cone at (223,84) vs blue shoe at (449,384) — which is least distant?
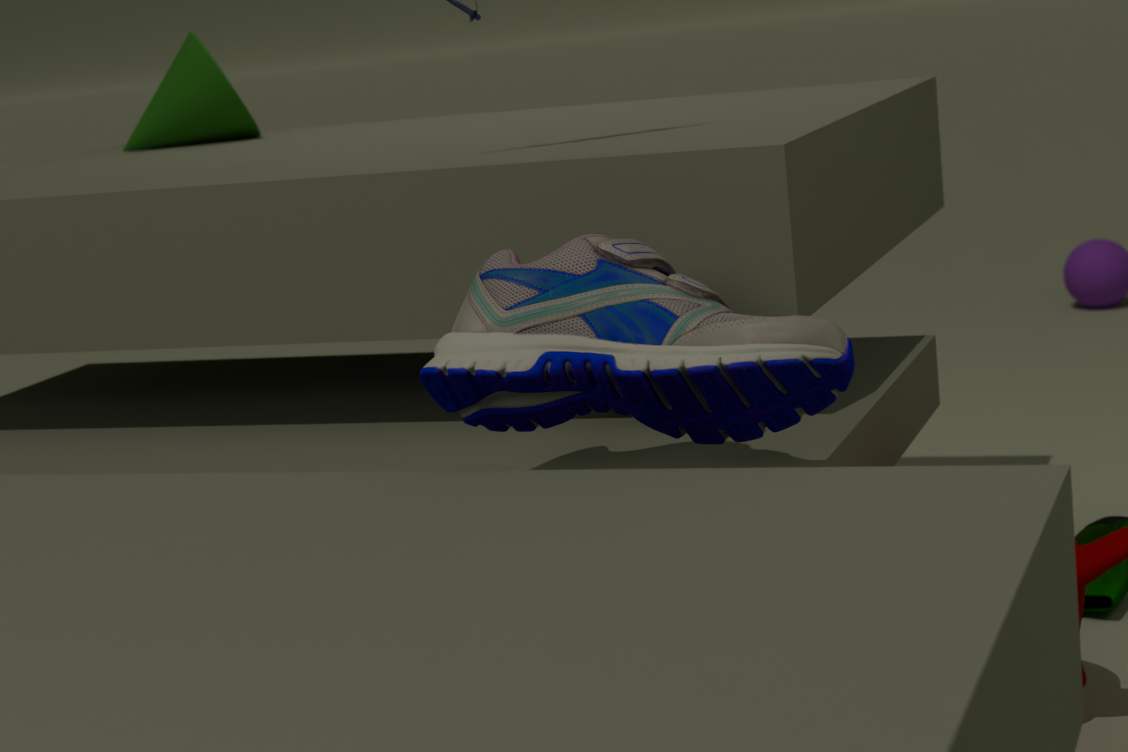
blue shoe at (449,384)
